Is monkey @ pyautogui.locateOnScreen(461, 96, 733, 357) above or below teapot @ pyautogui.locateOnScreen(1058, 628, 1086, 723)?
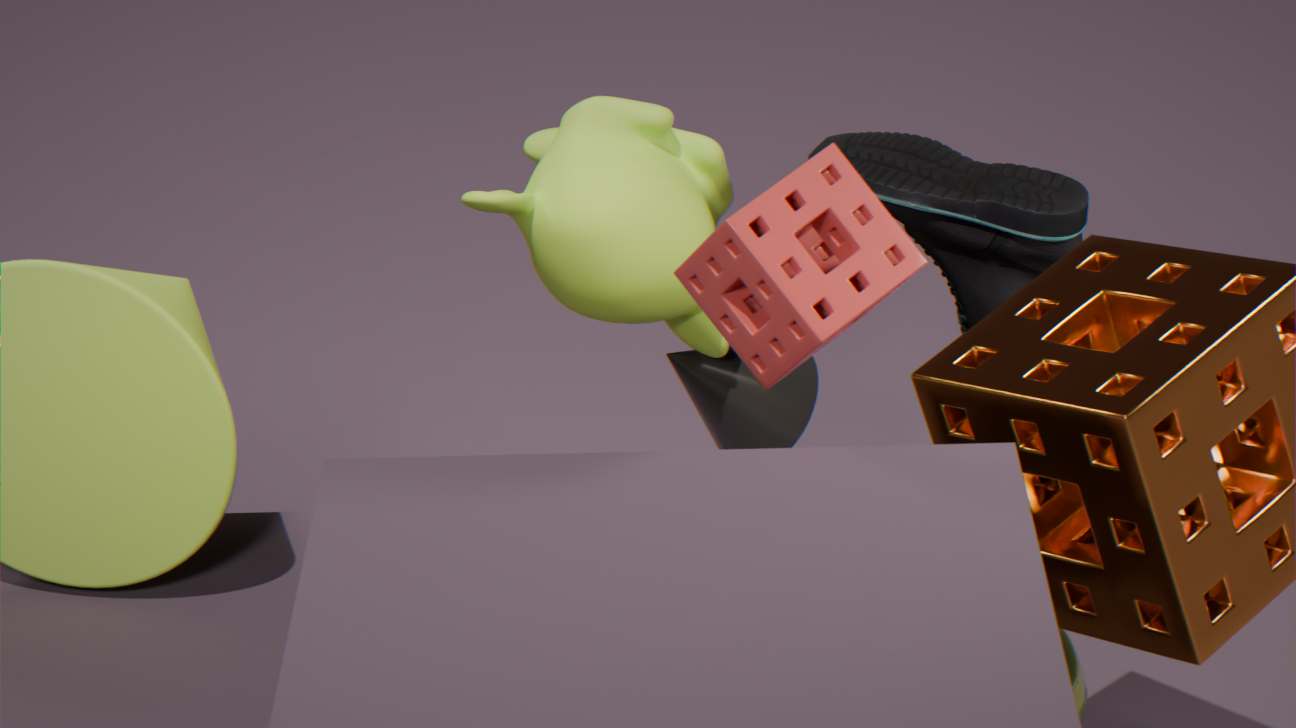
above
